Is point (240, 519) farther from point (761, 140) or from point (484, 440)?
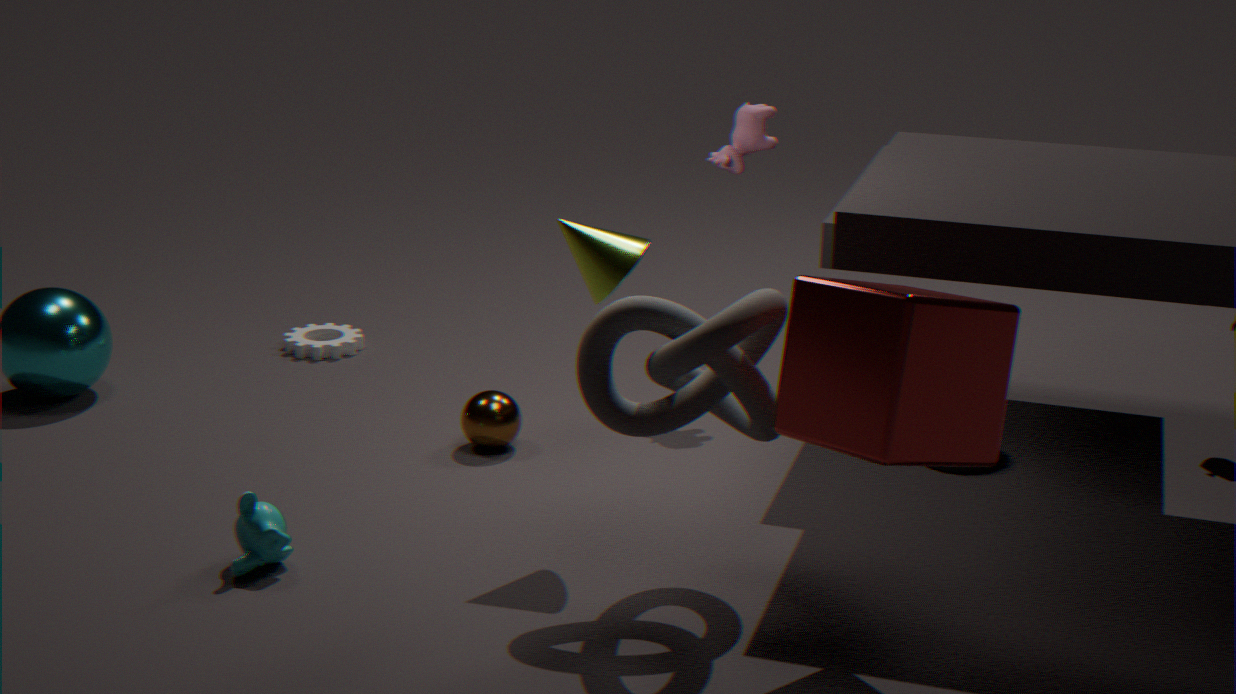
point (761, 140)
